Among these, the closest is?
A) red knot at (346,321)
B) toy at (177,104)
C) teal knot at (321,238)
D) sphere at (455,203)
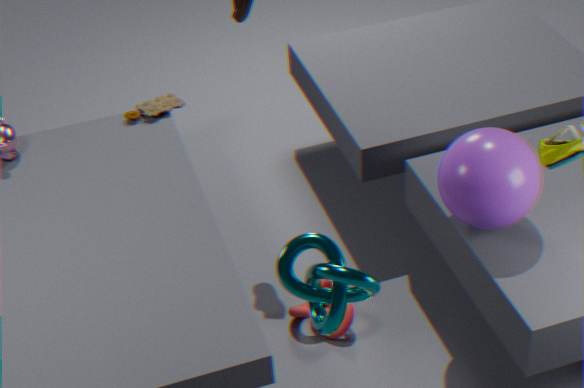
teal knot at (321,238)
